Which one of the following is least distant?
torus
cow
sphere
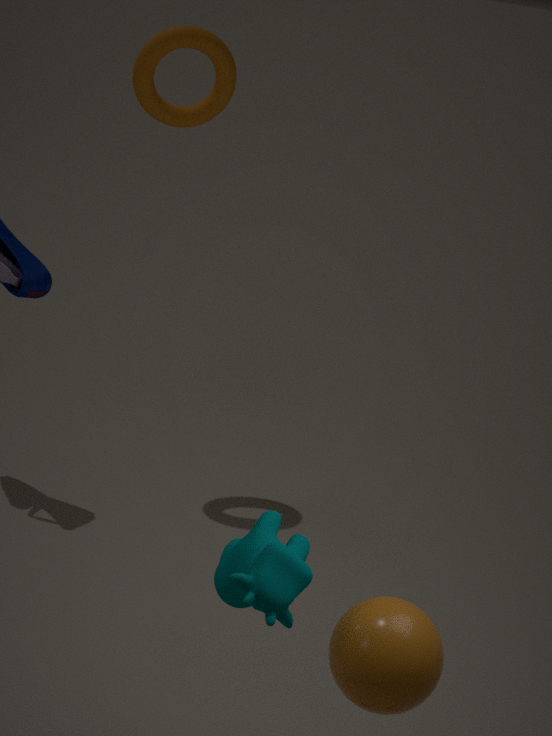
cow
